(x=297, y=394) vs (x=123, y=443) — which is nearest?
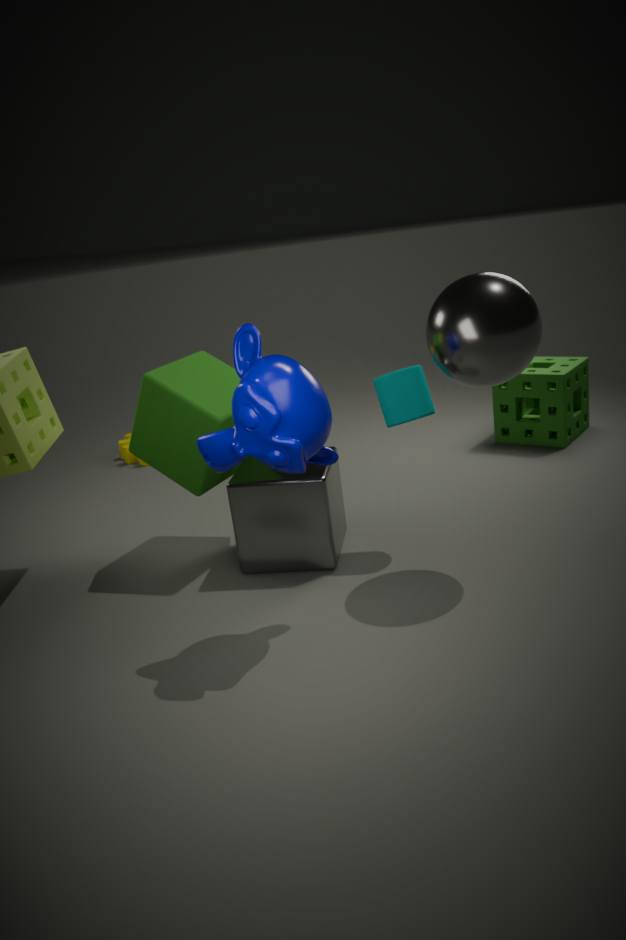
(x=297, y=394)
